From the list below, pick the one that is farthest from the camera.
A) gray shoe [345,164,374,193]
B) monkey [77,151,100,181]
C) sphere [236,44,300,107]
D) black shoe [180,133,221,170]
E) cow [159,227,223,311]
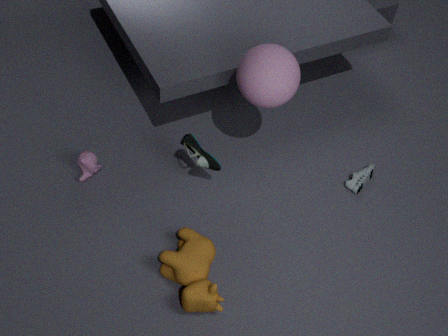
gray shoe [345,164,374,193]
